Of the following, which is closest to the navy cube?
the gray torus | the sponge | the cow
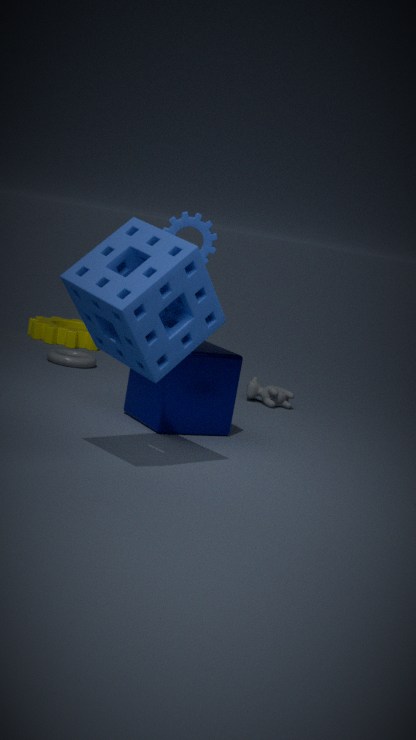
the sponge
